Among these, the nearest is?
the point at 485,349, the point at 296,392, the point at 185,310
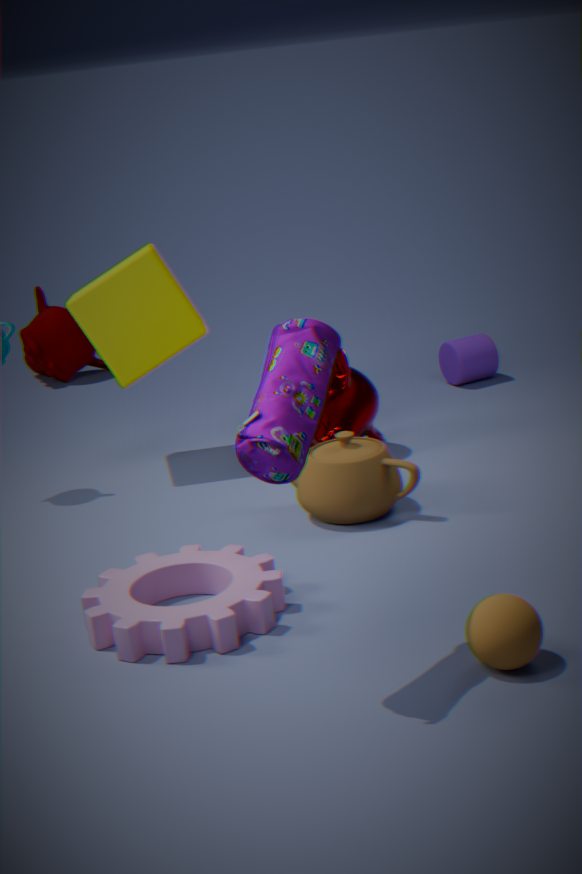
the point at 296,392
